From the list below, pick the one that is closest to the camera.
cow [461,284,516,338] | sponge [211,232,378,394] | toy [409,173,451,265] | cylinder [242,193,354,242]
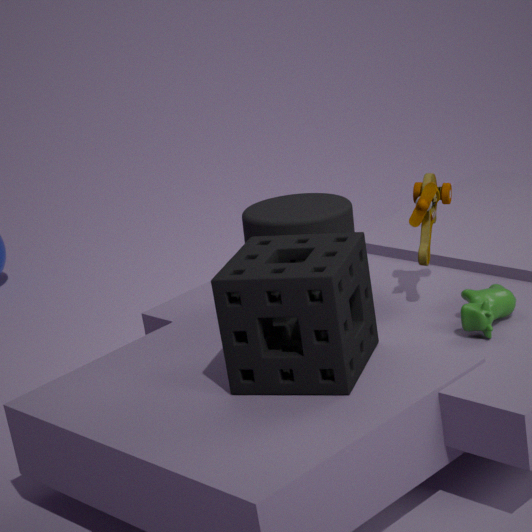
sponge [211,232,378,394]
